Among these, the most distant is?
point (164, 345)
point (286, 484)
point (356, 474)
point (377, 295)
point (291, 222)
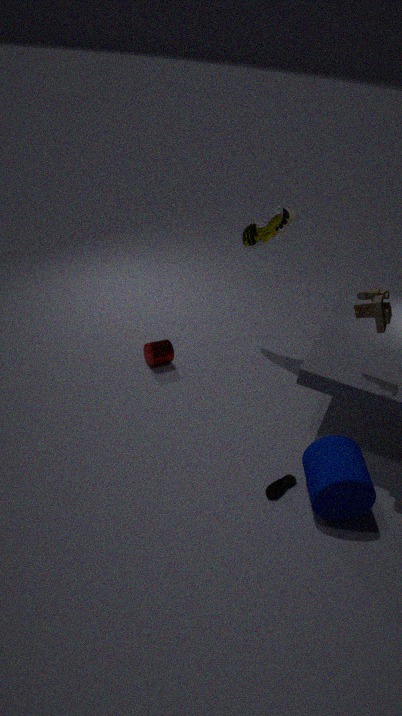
point (164, 345)
